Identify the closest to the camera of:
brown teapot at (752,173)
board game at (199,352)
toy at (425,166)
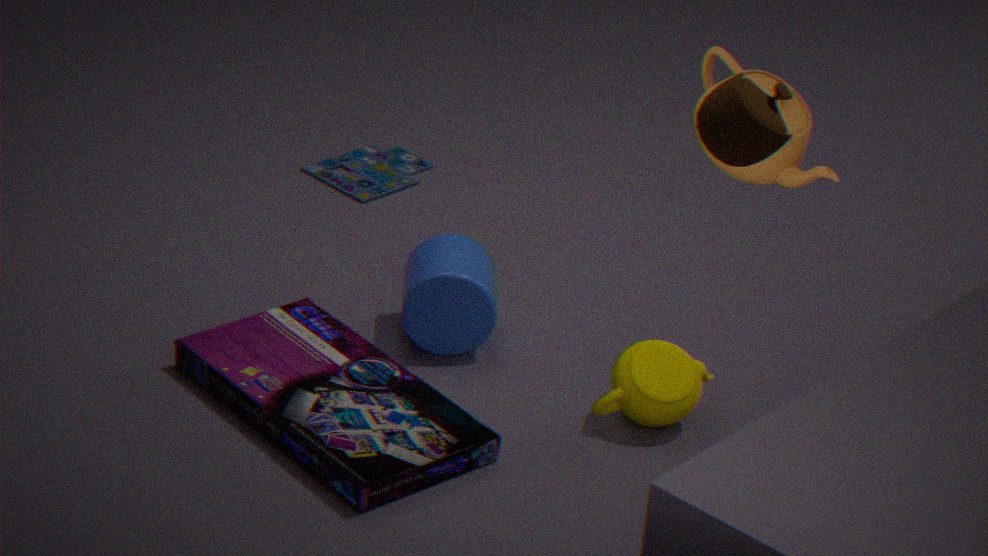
brown teapot at (752,173)
